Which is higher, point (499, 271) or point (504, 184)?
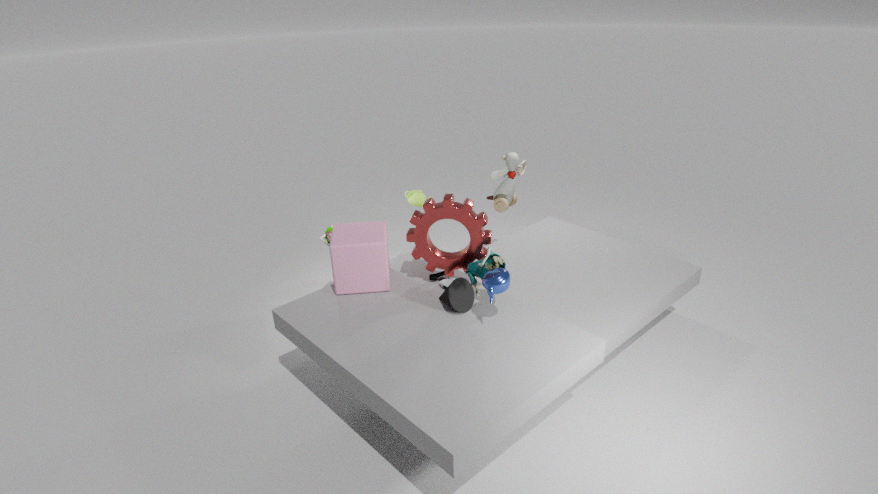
point (499, 271)
